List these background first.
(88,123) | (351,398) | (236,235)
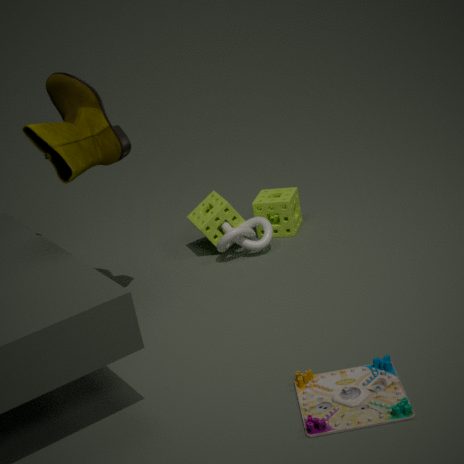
(236,235) → (88,123) → (351,398)
